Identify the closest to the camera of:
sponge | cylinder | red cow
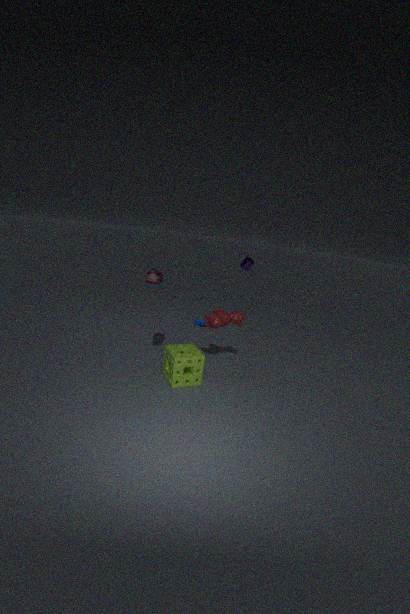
sponge
